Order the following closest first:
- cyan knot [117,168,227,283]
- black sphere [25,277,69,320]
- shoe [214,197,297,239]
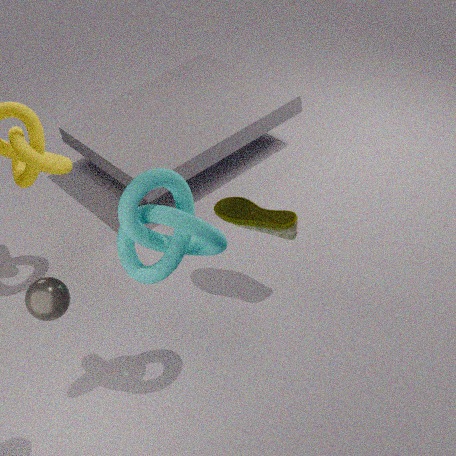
black sphere [25,277,69,320], cyan knot [117,168,227,283], shoe [214,197,297,239]
